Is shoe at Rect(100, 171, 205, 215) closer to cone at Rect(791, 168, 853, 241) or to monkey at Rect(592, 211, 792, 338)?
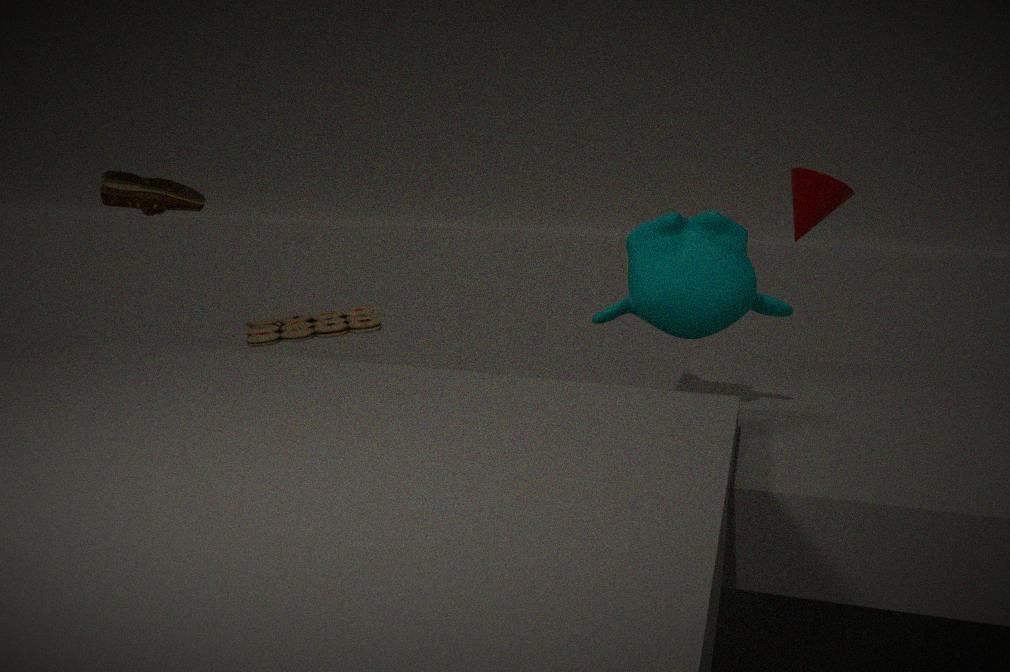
monkey at Rect(592, 211, 792, 338)
